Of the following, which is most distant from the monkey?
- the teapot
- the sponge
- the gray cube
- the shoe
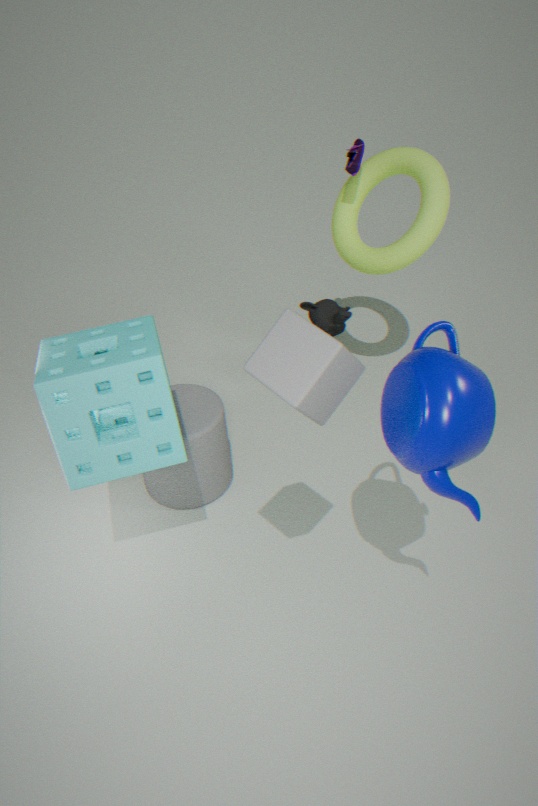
the gray cube
